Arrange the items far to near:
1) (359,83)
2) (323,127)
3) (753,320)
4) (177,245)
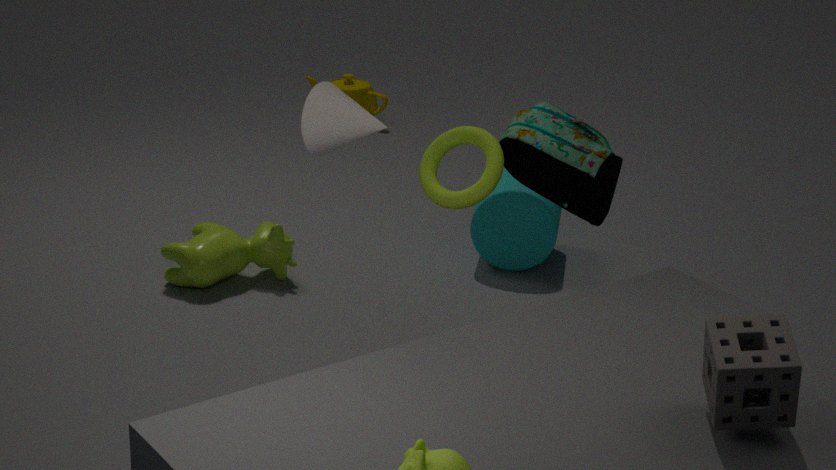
1. (359,83), 4. (177,245), 2. (323,127), 3. (753,320)
